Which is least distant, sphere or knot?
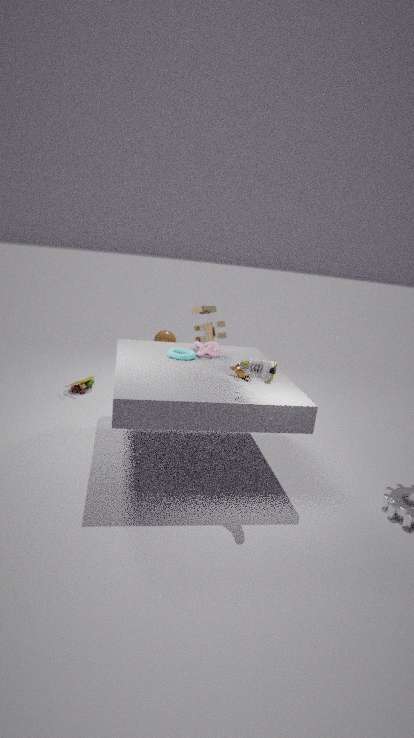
knot
